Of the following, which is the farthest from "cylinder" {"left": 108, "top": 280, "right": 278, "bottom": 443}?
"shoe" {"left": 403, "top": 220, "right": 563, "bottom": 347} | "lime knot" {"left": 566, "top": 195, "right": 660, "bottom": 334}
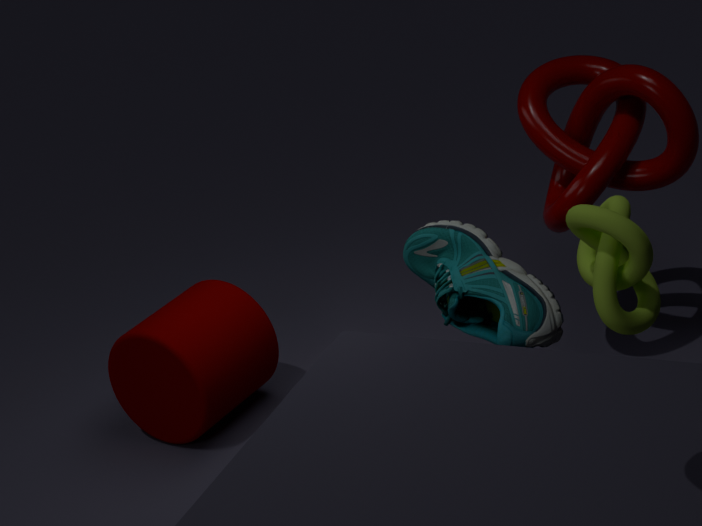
"lime knot" {"left": 566, "top": 195, "right": 660, "bottom": 334}
